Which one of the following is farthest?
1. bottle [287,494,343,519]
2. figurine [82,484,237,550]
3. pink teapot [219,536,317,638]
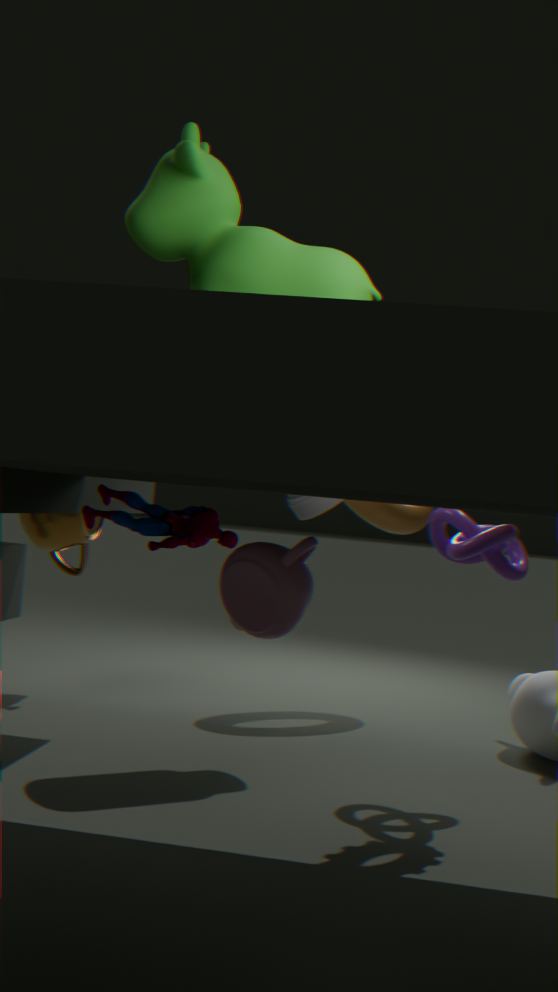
bottle [287,494,343,519]
